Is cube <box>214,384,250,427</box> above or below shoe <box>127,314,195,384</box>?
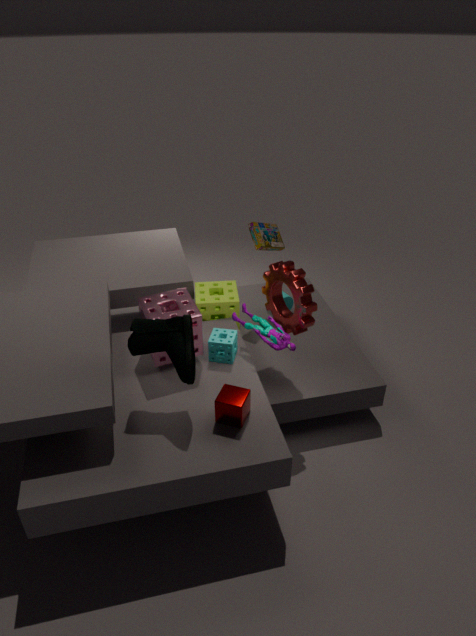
below
